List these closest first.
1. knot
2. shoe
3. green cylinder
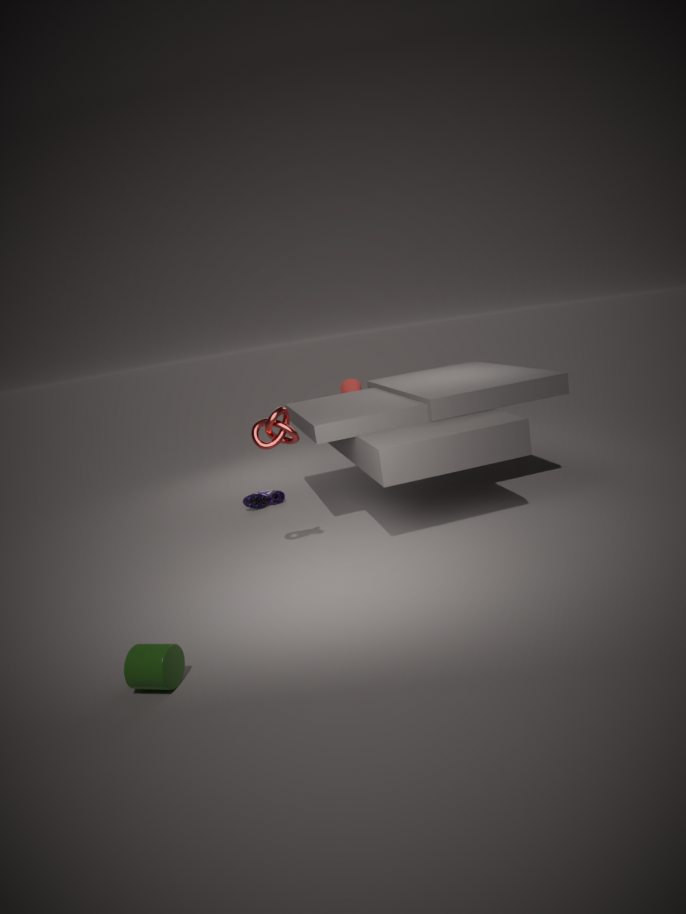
green cylinder
knot
shoe
